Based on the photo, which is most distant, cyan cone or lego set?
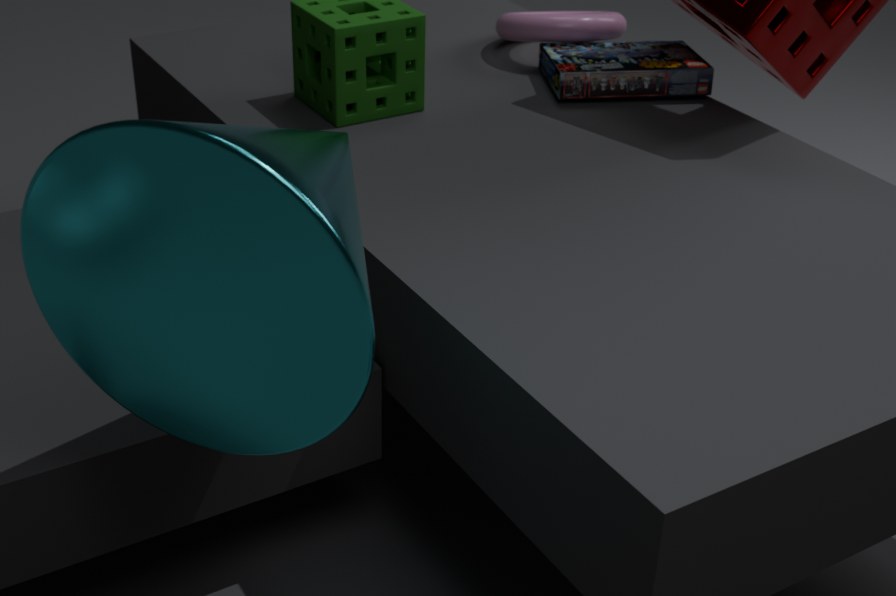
lego set
